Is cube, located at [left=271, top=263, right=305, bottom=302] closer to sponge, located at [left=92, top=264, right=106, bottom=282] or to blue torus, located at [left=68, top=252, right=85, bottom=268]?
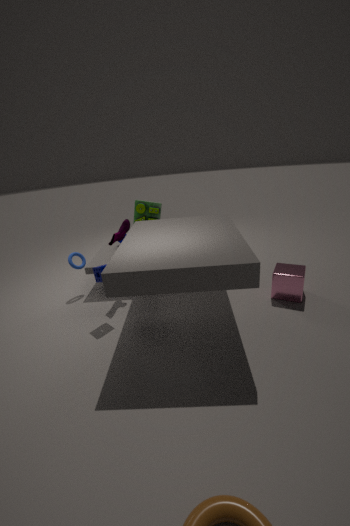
sponge, located at [left=92, top=264, right=106, bottom=282]
